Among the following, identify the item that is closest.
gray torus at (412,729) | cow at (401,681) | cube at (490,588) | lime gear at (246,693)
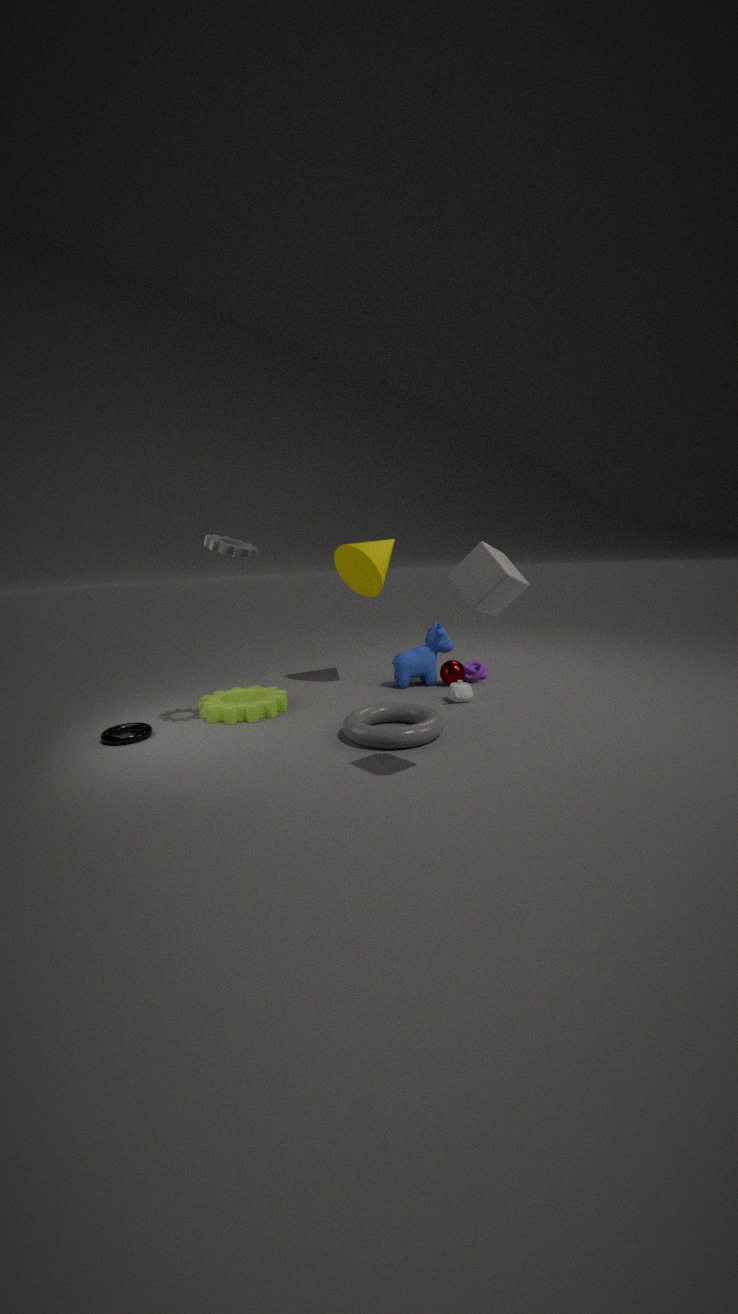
cube at (490,588)
